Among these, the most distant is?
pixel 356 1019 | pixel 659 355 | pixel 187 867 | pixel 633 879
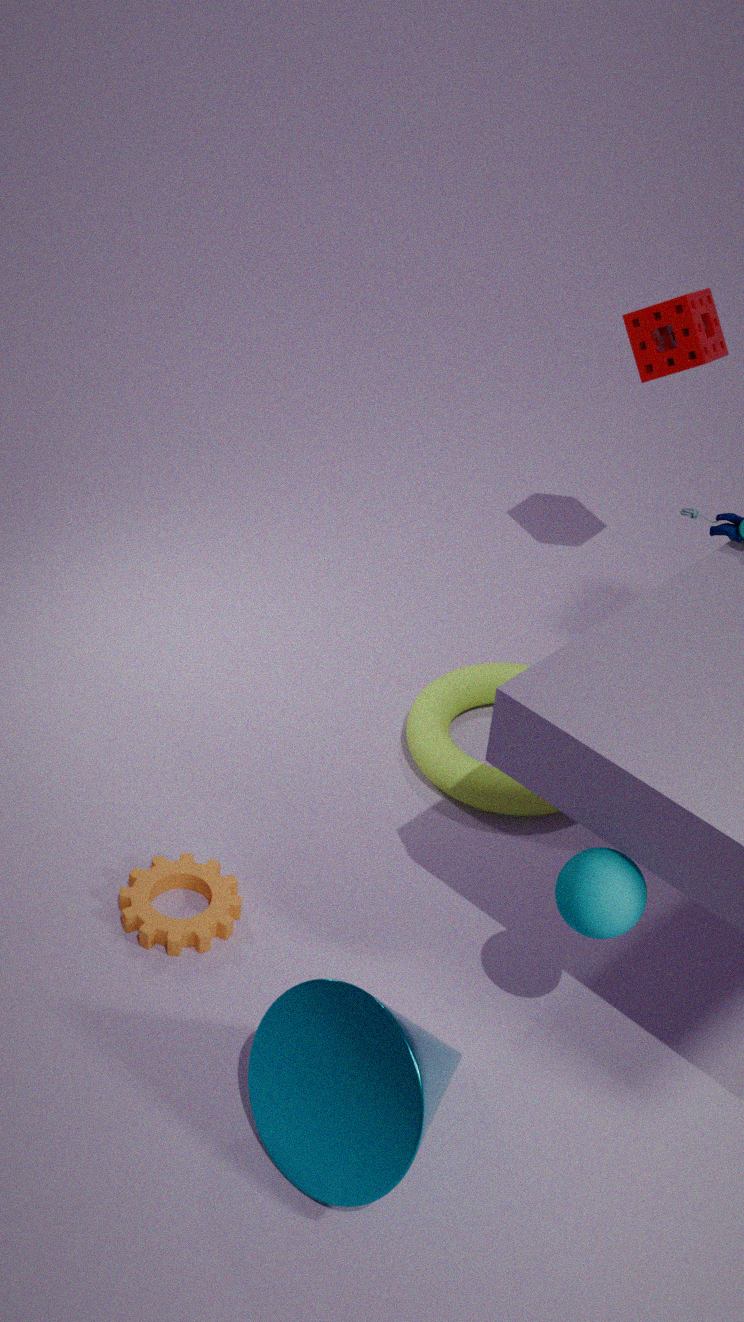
pixel 659 355
